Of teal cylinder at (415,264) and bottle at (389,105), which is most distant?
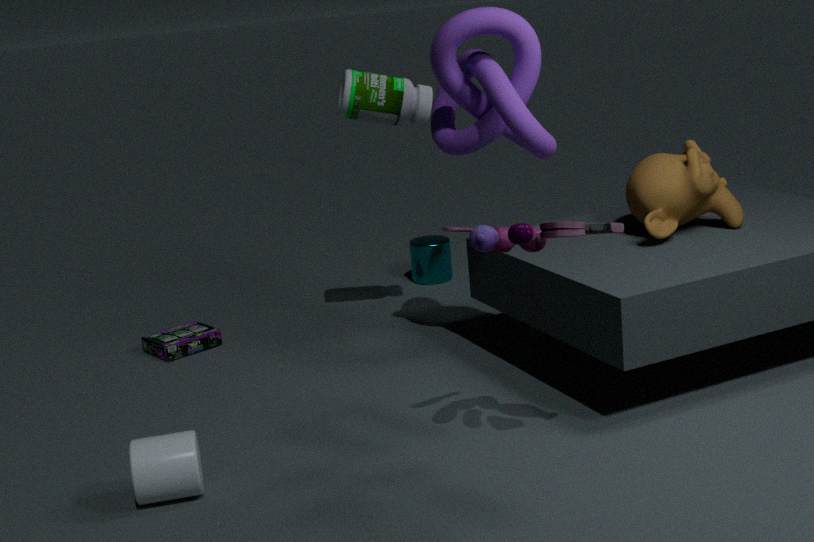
teal cylinder at (415,264)
